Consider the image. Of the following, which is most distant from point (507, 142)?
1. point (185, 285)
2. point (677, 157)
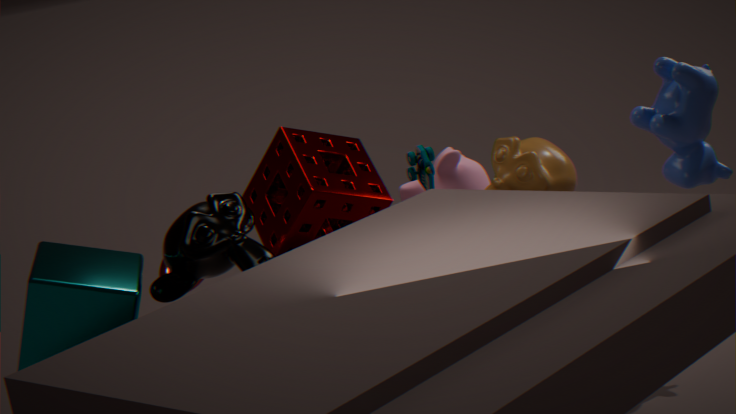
point (185, 285)
